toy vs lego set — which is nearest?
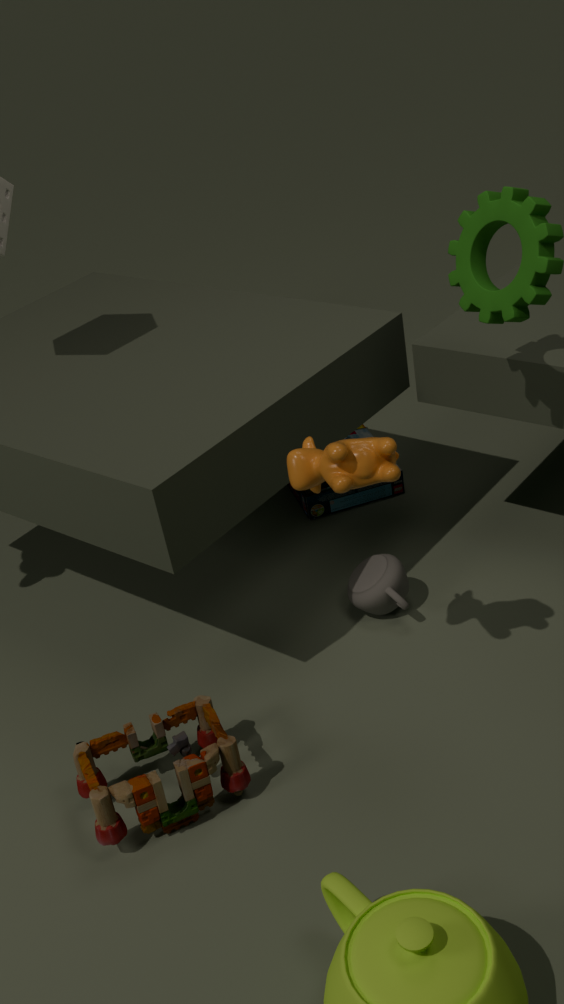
toy
